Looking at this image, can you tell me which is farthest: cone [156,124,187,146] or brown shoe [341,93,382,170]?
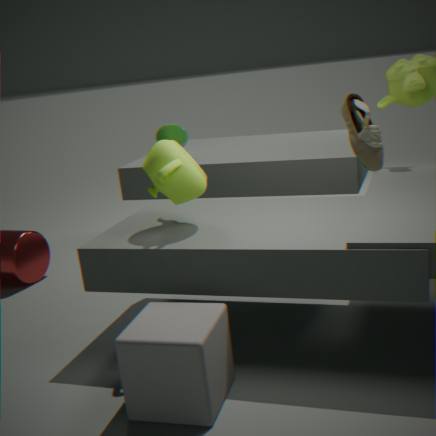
cone [156,124,187,146]
